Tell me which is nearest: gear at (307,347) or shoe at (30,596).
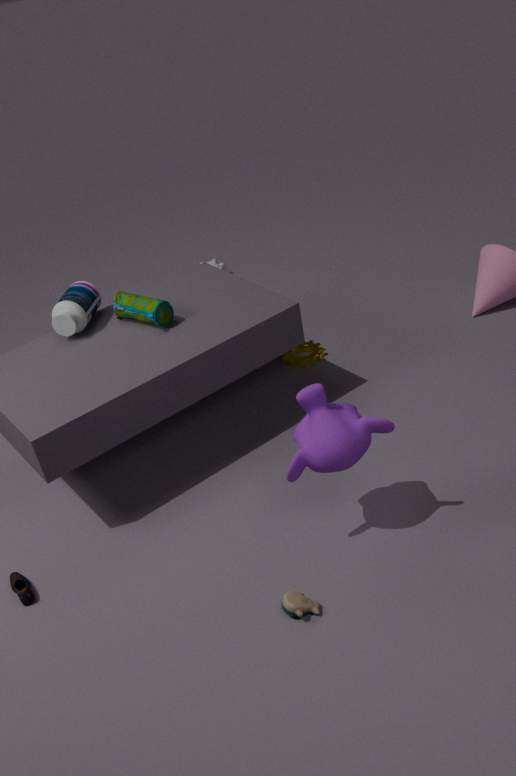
shoe at (30,596)
